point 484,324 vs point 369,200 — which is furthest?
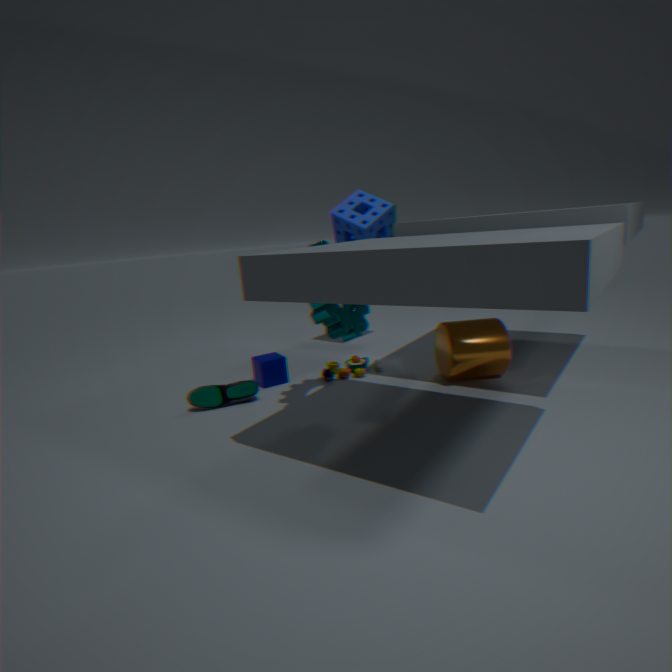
point 369,200
